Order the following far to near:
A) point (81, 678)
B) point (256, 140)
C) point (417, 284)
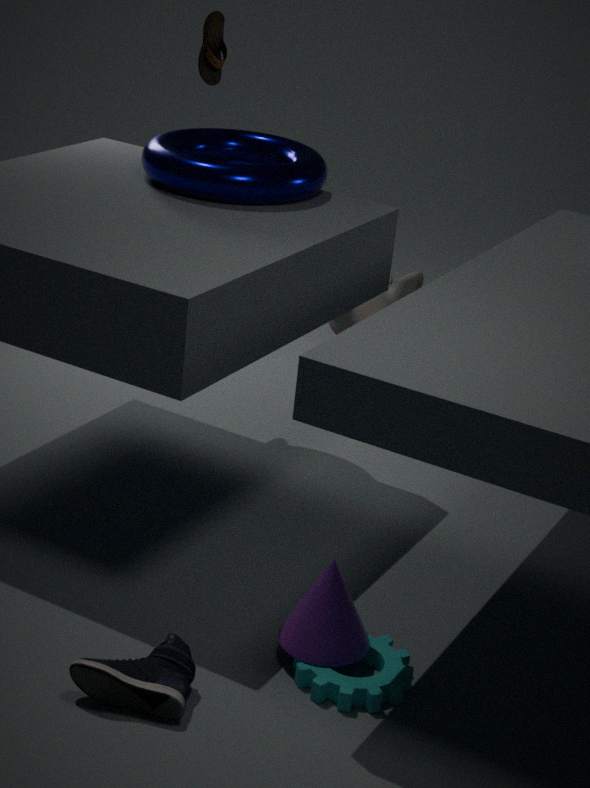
1. point (417, 284)
2. point (256, 140)
3. point (81, 678)
